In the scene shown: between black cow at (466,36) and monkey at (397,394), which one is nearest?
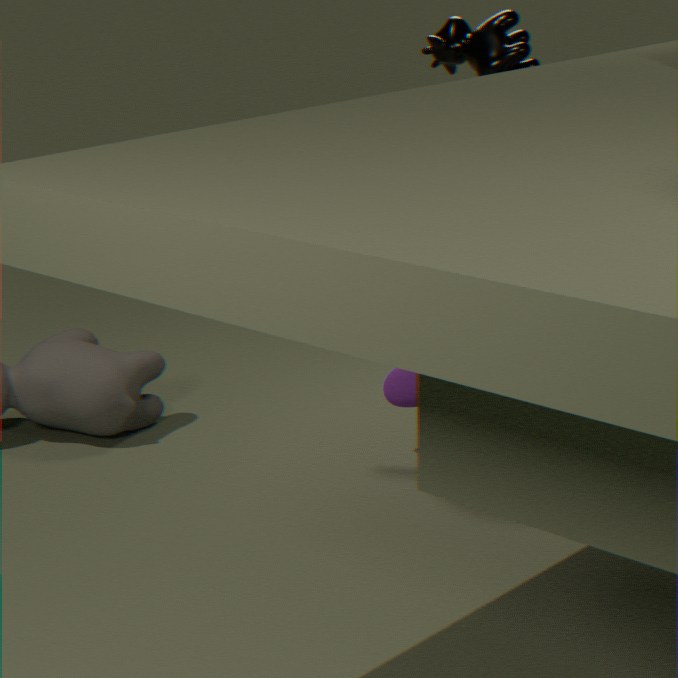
black cow at (466,36)
